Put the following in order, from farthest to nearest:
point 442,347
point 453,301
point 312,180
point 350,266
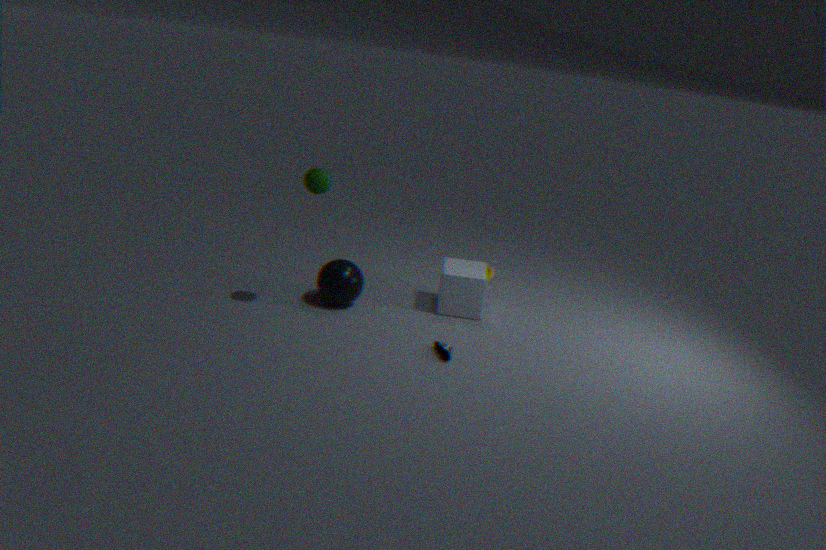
1. point 453,301
2. point 350,266
3. point 442,347
4. point 312,180
